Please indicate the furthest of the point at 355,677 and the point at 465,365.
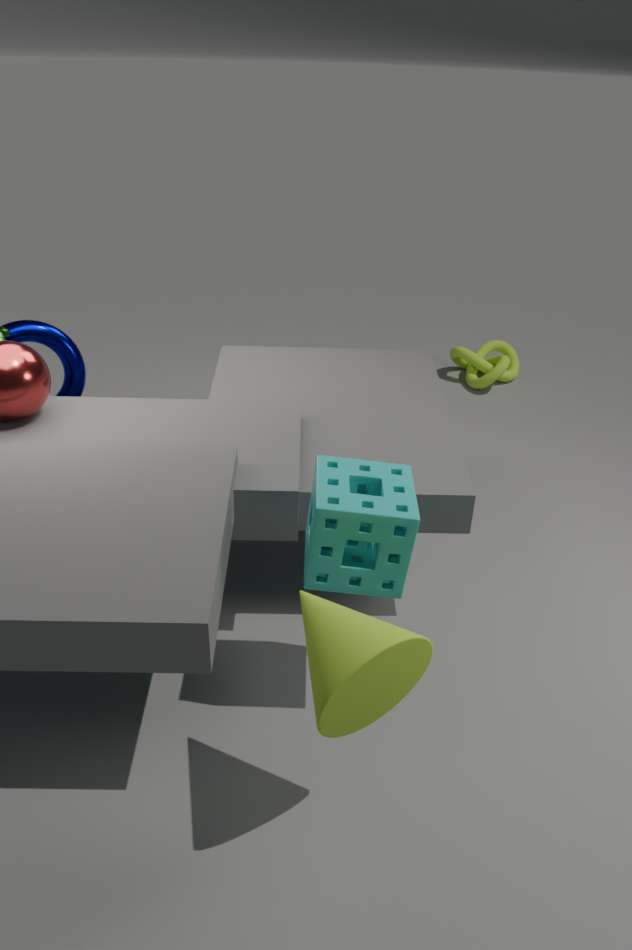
the point at 465,365
